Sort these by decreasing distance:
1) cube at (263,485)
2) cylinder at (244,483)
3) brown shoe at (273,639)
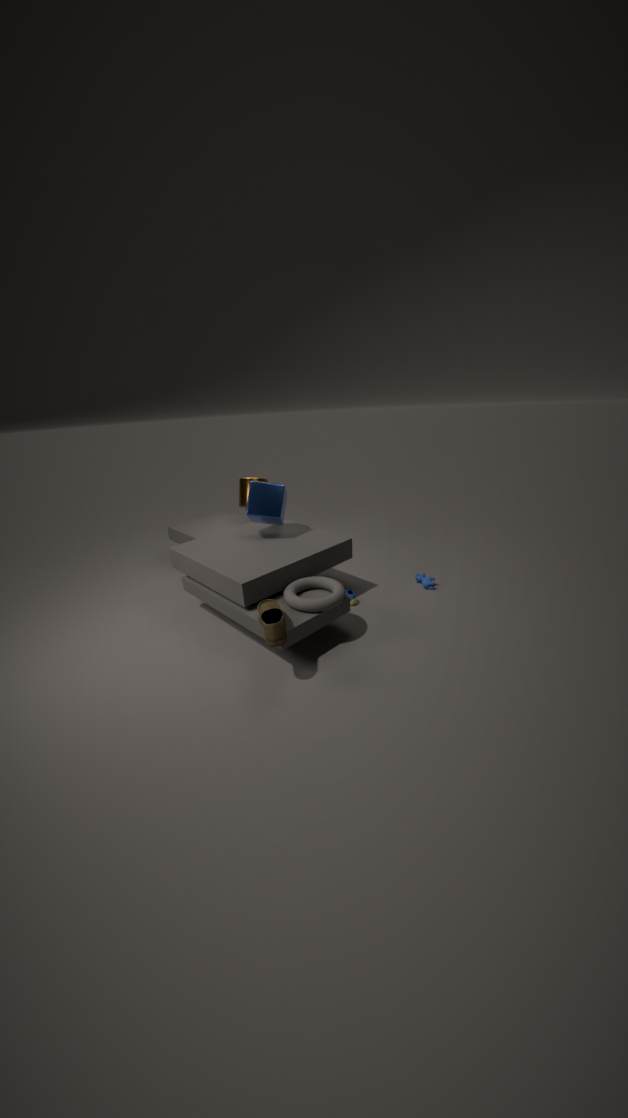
2. cylinder at (244,483)
1. cube at (263,485)
3. brown shoe at (273,639)
